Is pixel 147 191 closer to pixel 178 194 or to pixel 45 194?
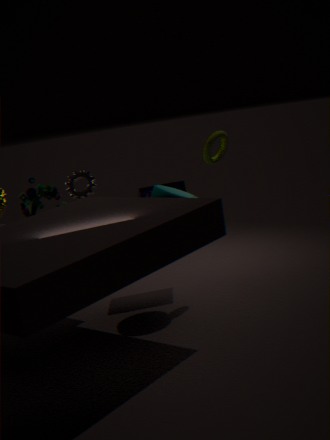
pixel 178 194
